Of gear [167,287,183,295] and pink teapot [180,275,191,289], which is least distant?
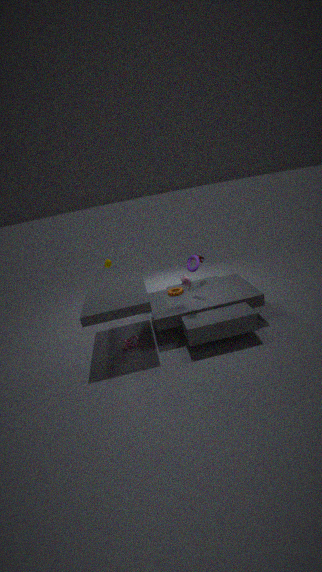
pink teapot [180,275,191,289]
